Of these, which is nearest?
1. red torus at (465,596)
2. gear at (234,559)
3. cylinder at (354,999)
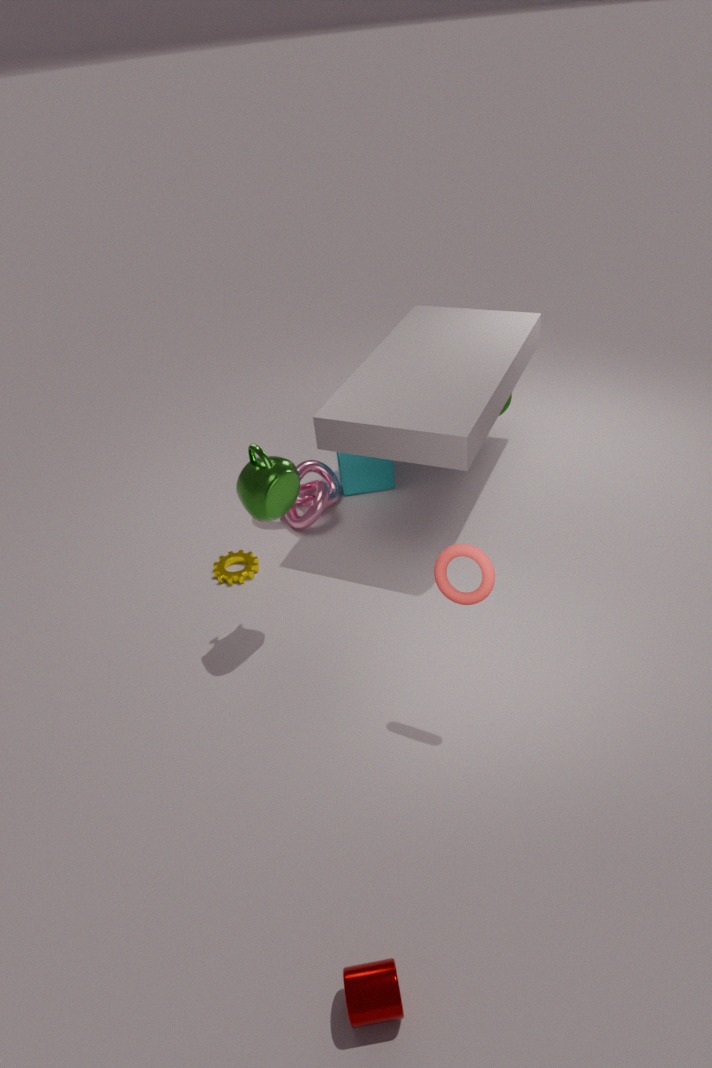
cylinder at (354,999)
